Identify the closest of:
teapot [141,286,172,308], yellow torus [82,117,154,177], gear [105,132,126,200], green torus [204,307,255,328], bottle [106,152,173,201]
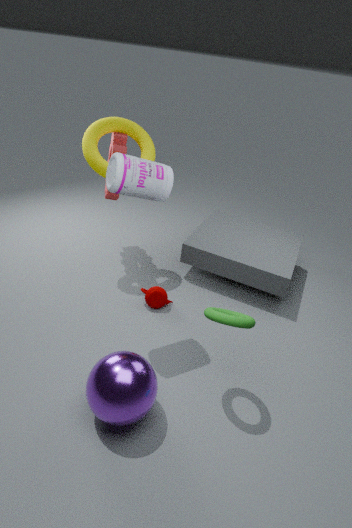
green torus [204,307,255,328]
